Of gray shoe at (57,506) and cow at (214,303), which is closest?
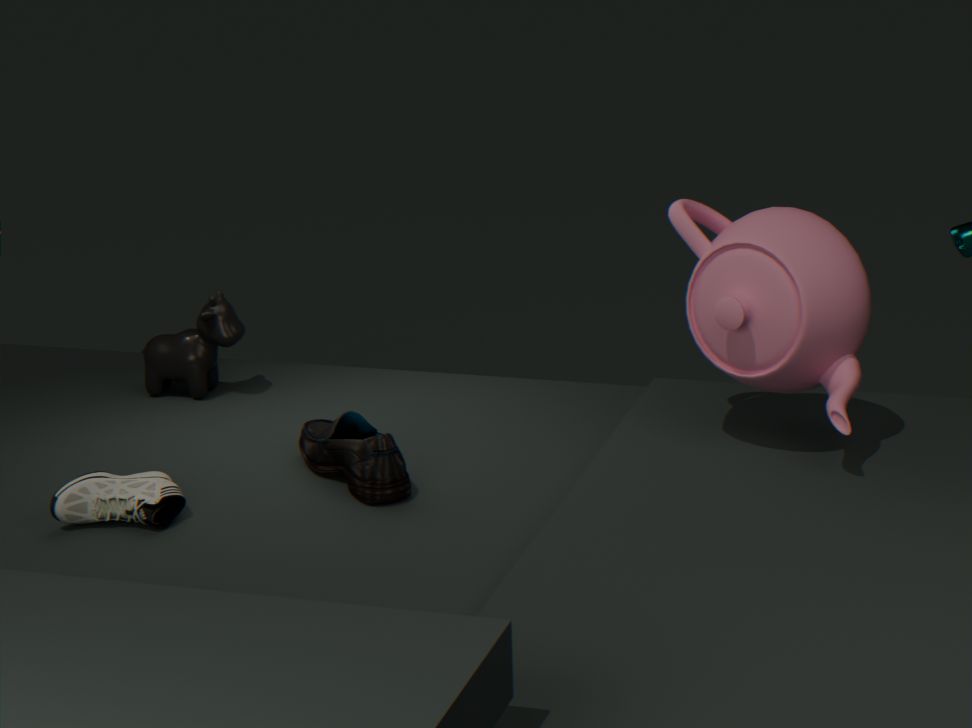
gray shoe at (57,506)
